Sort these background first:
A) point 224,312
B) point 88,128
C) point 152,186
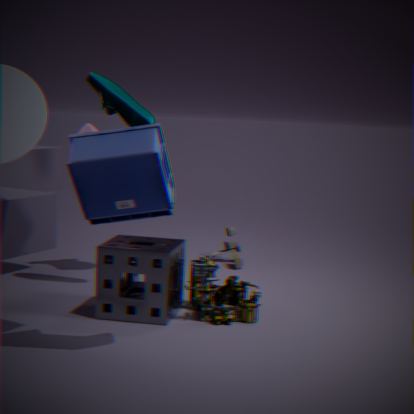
point 88,128 < point 224,312 < point 152,186
